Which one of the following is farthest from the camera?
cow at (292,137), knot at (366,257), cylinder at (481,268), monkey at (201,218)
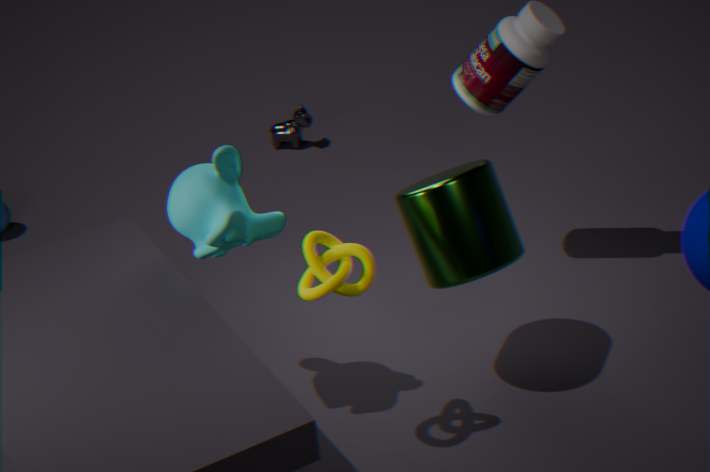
cow at (292,137)
